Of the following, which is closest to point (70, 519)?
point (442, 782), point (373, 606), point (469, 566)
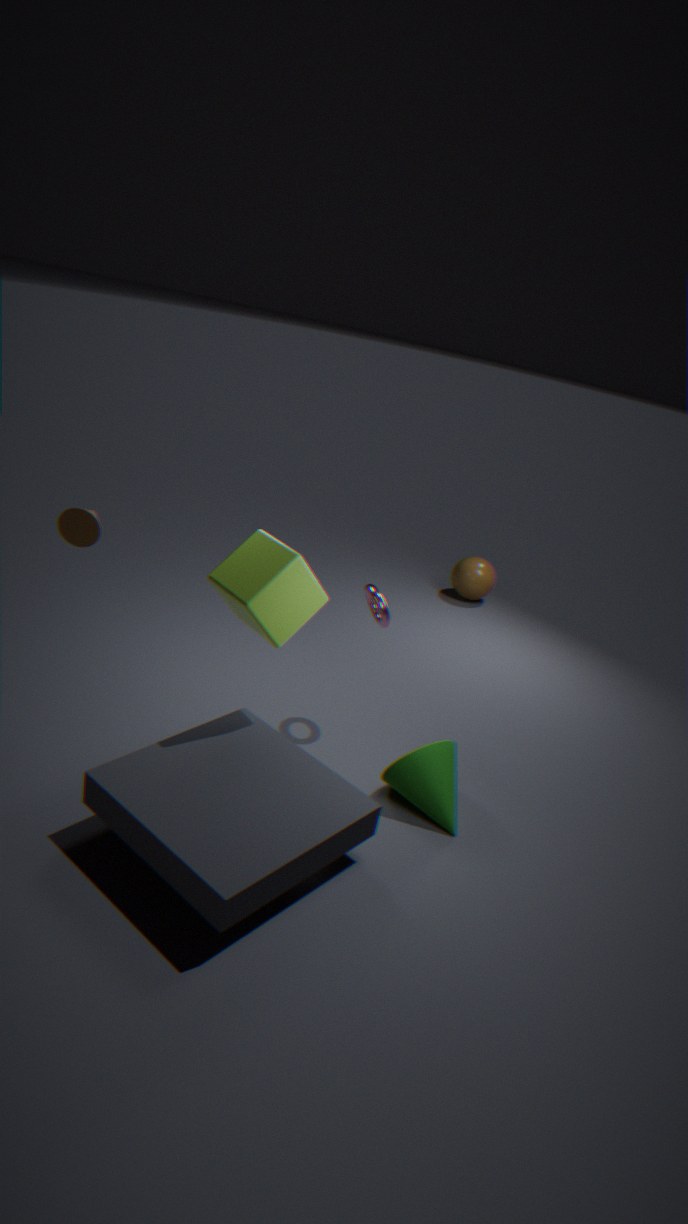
point (373, 606)
